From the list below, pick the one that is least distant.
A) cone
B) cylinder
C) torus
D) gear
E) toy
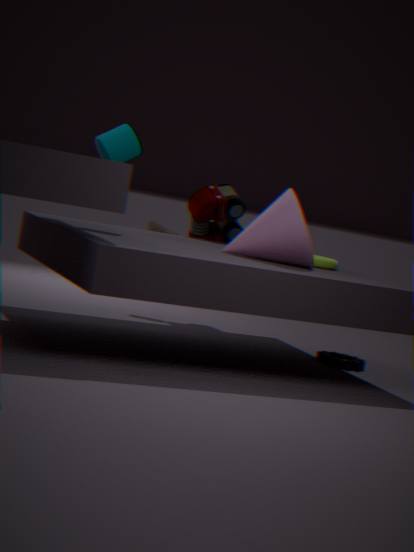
cone
